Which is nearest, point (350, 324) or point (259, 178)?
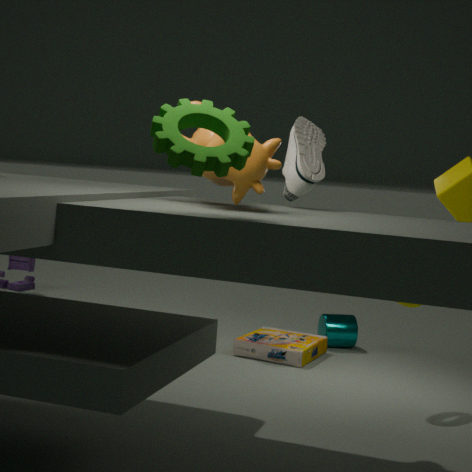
point (259, 178)
